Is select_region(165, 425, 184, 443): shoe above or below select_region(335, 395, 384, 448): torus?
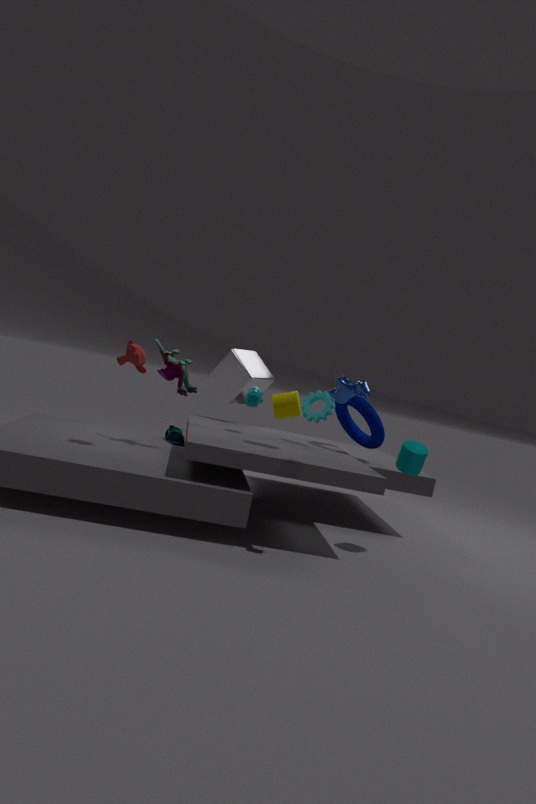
below
